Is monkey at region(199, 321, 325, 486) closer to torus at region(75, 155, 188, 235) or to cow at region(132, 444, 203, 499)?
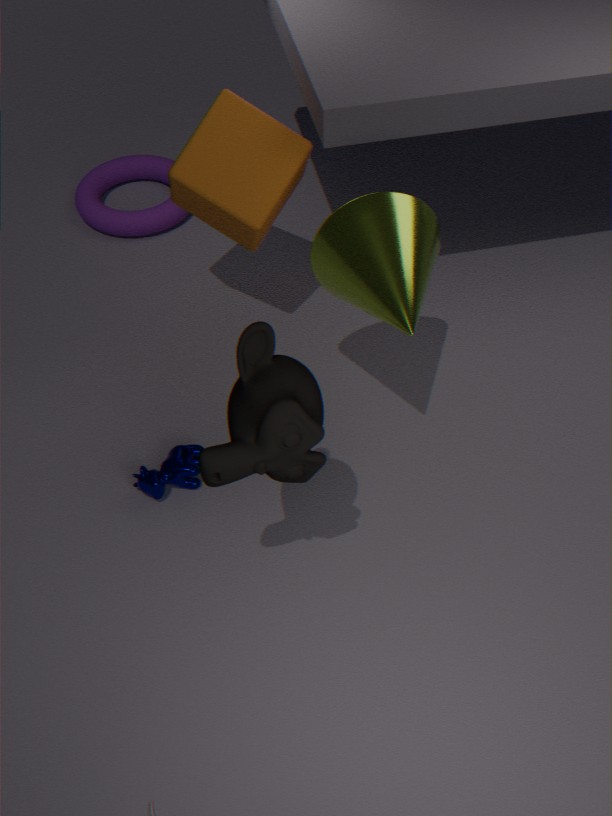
cow at region(132, 444, 203, 499)
